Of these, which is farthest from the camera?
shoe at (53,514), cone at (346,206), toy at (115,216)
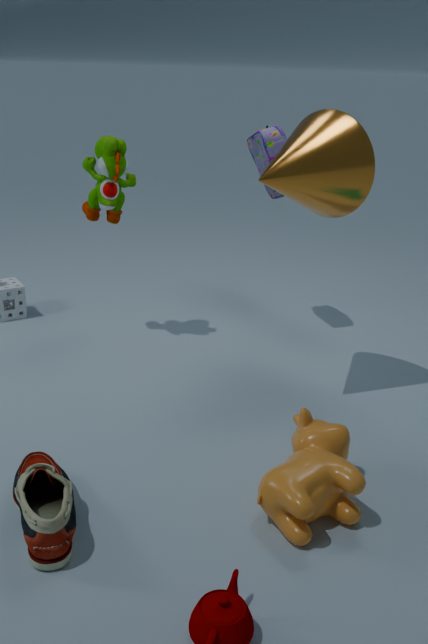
toy at (115,216)
